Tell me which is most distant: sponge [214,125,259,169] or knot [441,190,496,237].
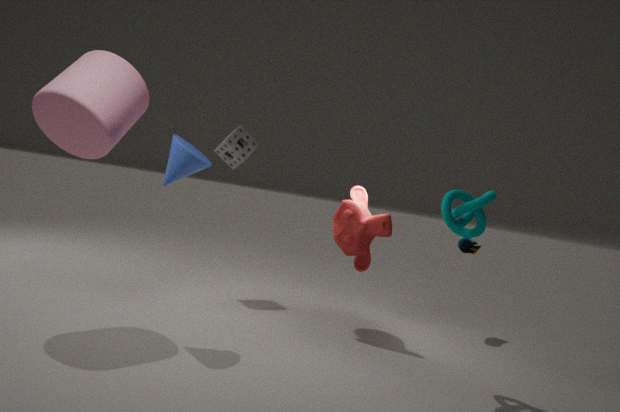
sponge [214,125,259,169]
